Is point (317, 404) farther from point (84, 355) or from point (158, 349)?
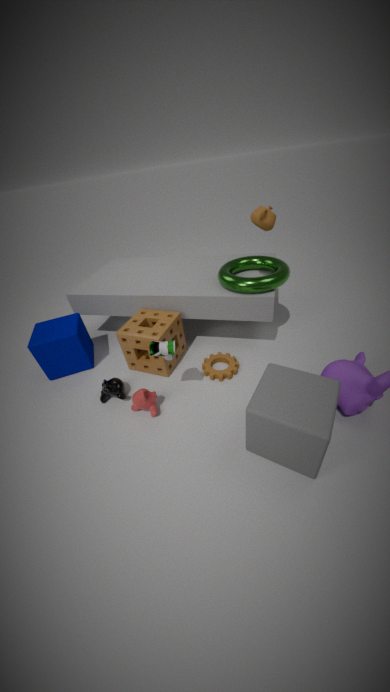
point (84, 355)
